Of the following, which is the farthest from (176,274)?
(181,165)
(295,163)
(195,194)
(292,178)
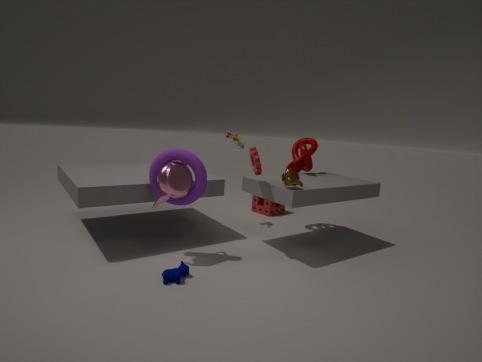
(295,163)
